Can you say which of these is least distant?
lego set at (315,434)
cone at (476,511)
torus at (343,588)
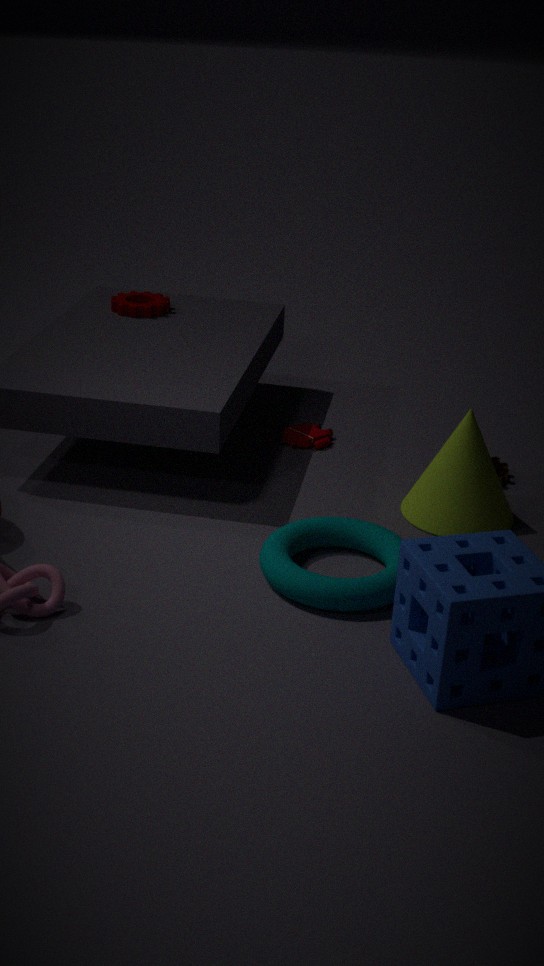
torus at (343,588)
